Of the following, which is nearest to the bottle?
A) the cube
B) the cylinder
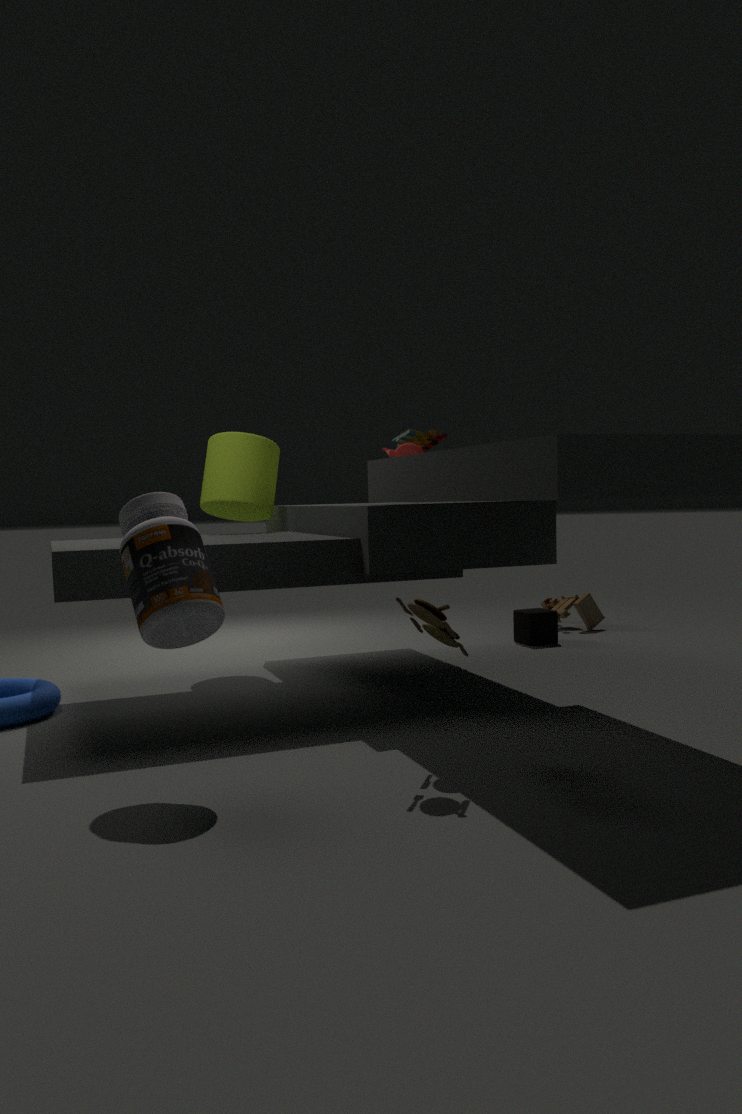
the cylinder
